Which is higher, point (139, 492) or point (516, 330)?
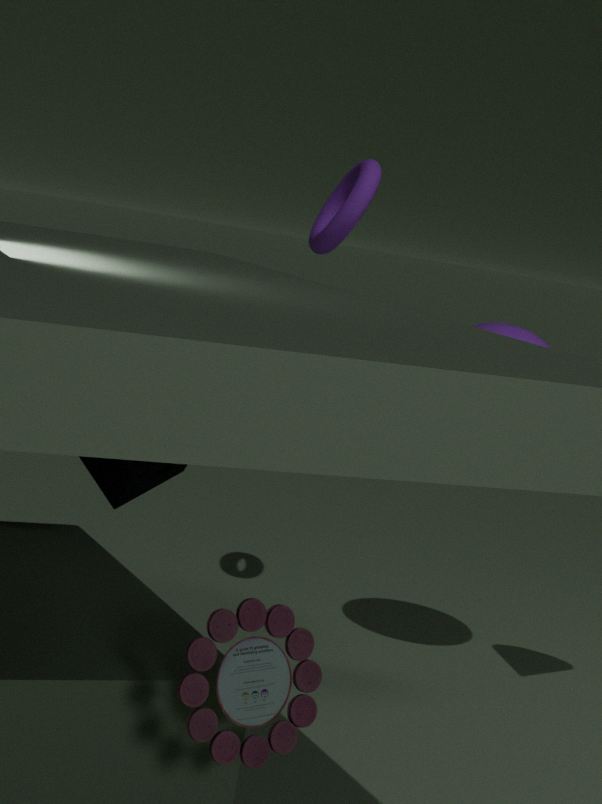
point (516, 330)
